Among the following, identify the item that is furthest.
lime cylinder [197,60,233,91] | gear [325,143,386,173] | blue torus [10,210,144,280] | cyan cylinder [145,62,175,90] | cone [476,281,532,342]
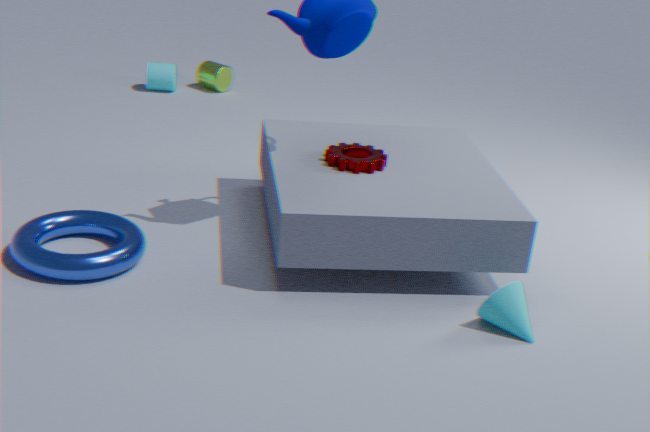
lime cylinder [197,60,233,91]
